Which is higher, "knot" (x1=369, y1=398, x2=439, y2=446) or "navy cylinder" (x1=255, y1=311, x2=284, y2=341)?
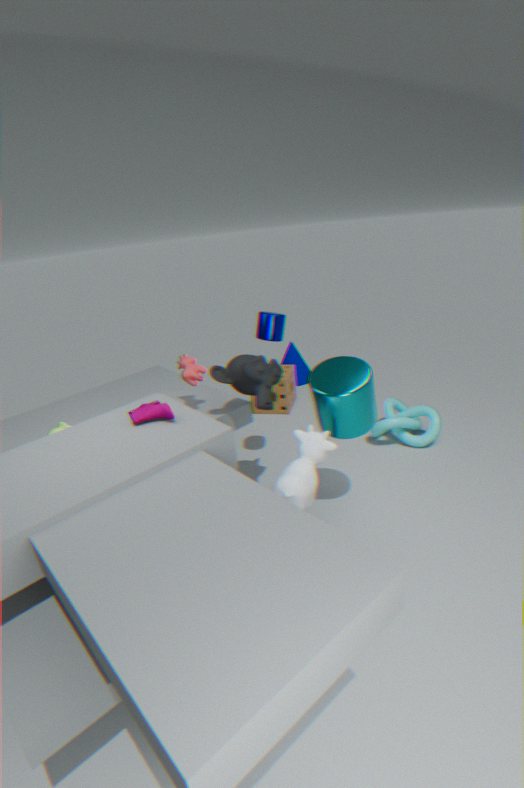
"navy cylinder" (x1=255, y1=311, x2=284, y2=341)
